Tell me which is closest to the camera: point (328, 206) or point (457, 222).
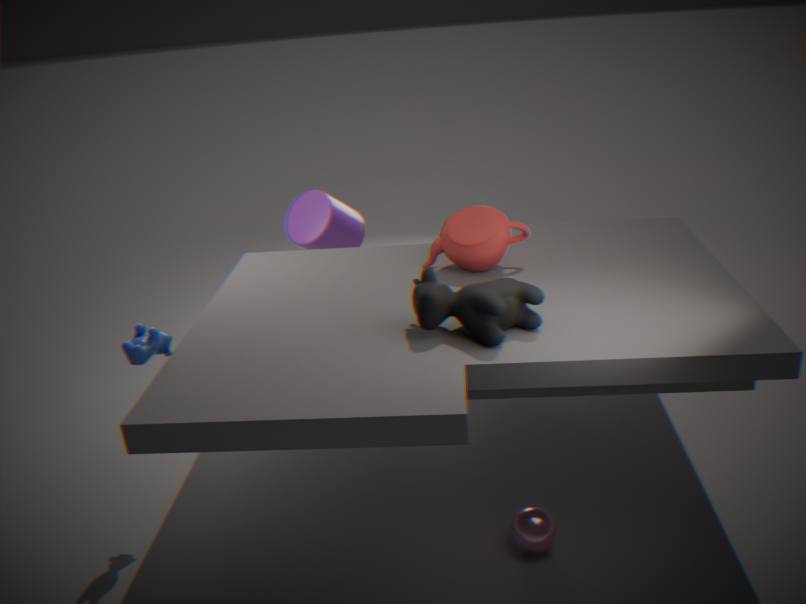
point (457, 222)
